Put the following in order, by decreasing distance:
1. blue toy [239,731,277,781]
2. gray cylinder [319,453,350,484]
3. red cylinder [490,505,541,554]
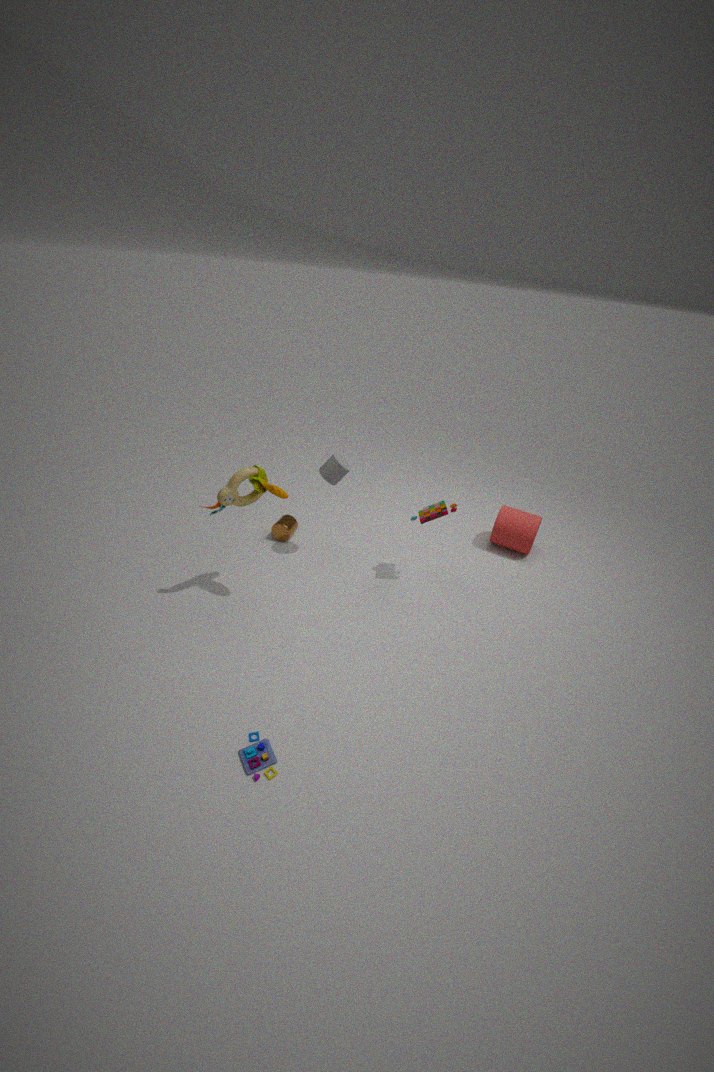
red cylinder [490,505,541,554] < gray cylinder [319,453,350,484] < blue toy [239,731,277,781]
